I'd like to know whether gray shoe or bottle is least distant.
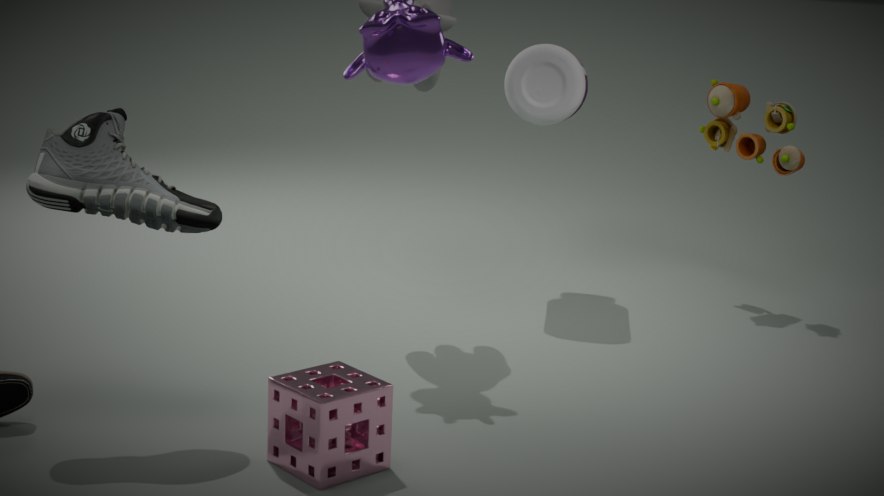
gray shoe
